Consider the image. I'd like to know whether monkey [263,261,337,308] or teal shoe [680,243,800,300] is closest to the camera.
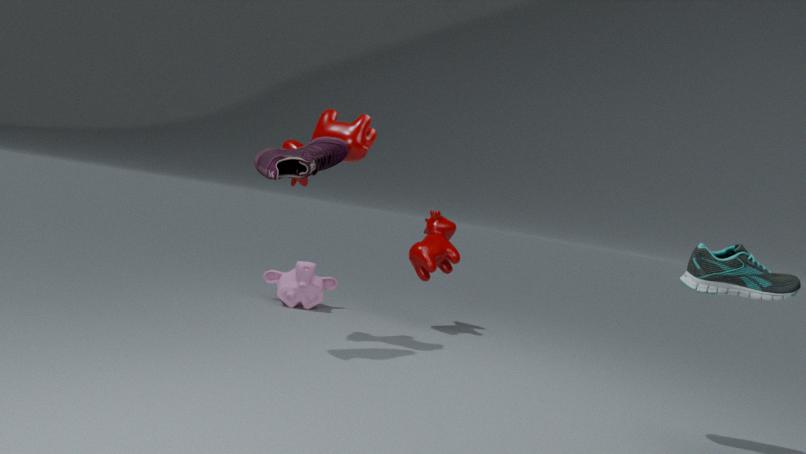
teal shoe [680,243,800,300]
